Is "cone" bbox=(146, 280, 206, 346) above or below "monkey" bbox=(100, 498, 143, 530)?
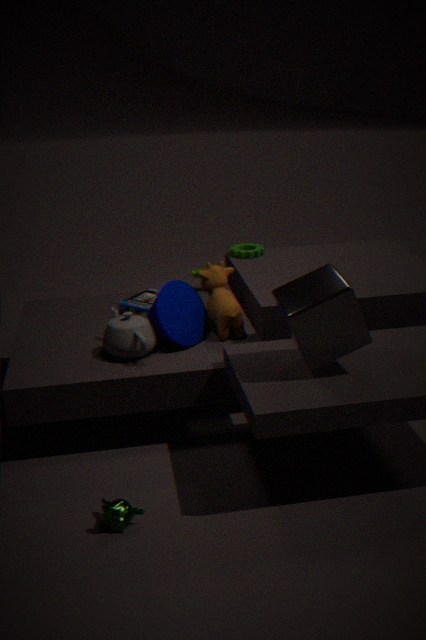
above
